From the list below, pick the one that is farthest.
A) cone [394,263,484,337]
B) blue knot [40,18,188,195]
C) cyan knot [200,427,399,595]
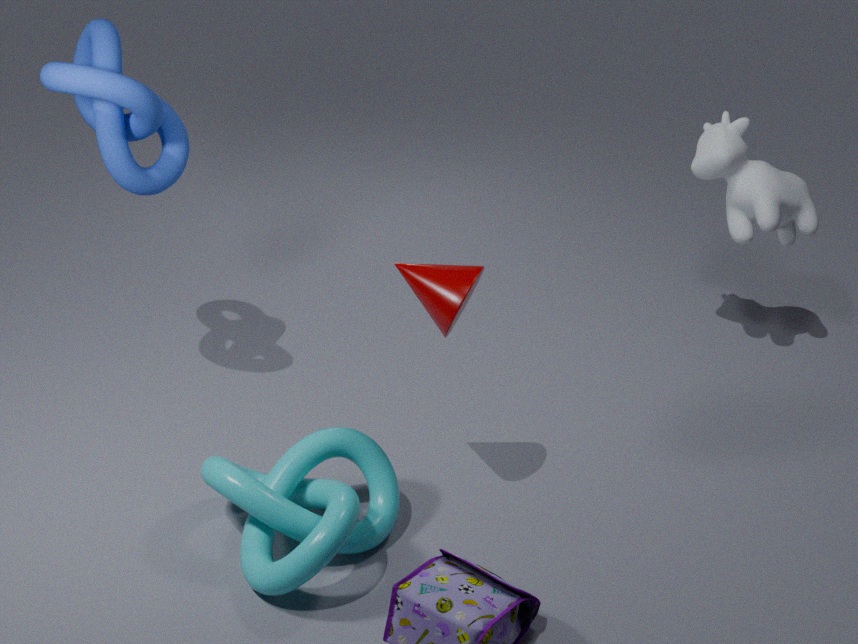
blue knot [40,18,188,195]
